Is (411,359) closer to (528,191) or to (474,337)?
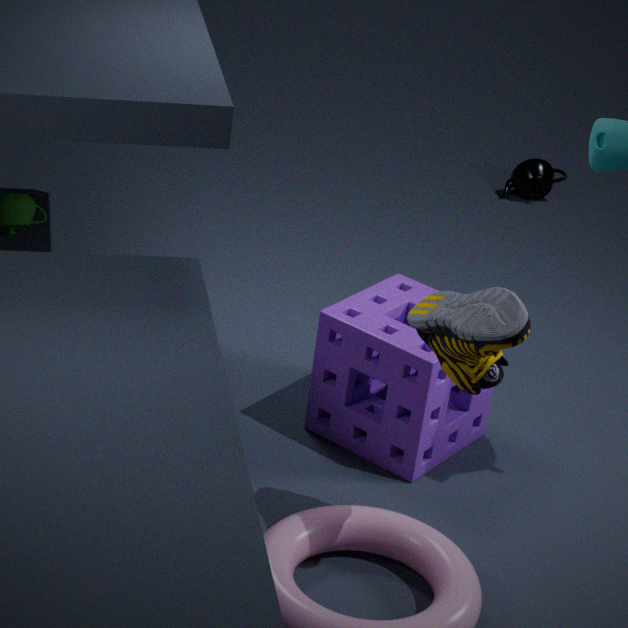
(474,337)
